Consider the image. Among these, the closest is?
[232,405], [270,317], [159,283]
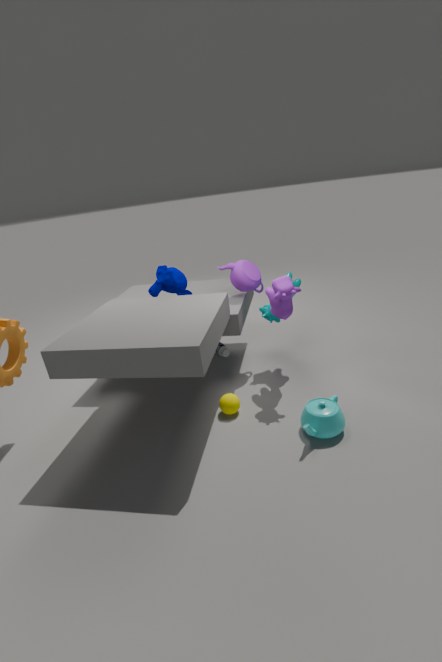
[232,405]
